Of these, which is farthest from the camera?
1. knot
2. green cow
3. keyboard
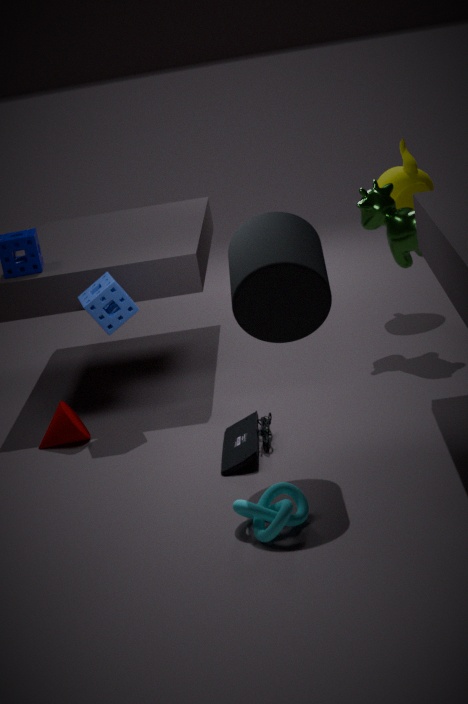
green cow
